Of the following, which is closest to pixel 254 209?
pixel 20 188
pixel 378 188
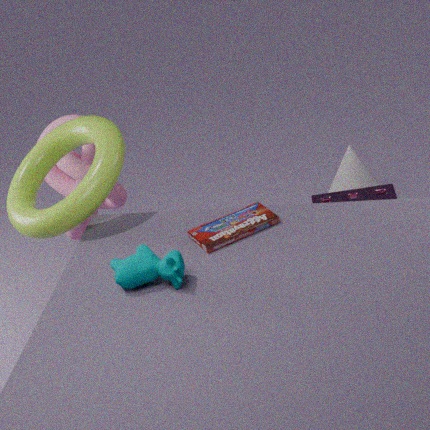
pixel 20 188
